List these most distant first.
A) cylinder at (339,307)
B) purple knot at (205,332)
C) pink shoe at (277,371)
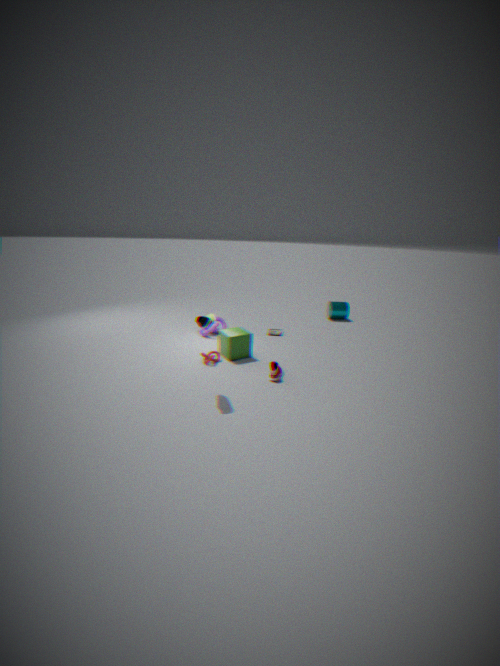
cylinder at (339,307)
purple knot at (205,332)
pink shoe at (277,371)
